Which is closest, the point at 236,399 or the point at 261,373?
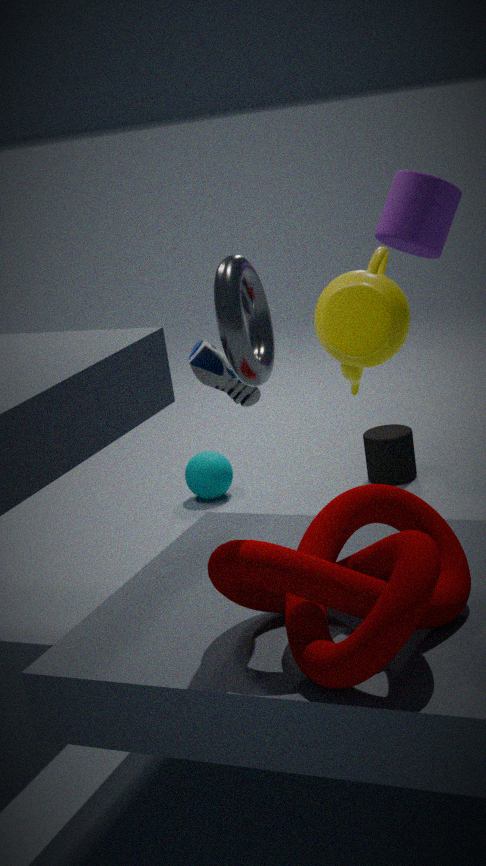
the point at 261,373
